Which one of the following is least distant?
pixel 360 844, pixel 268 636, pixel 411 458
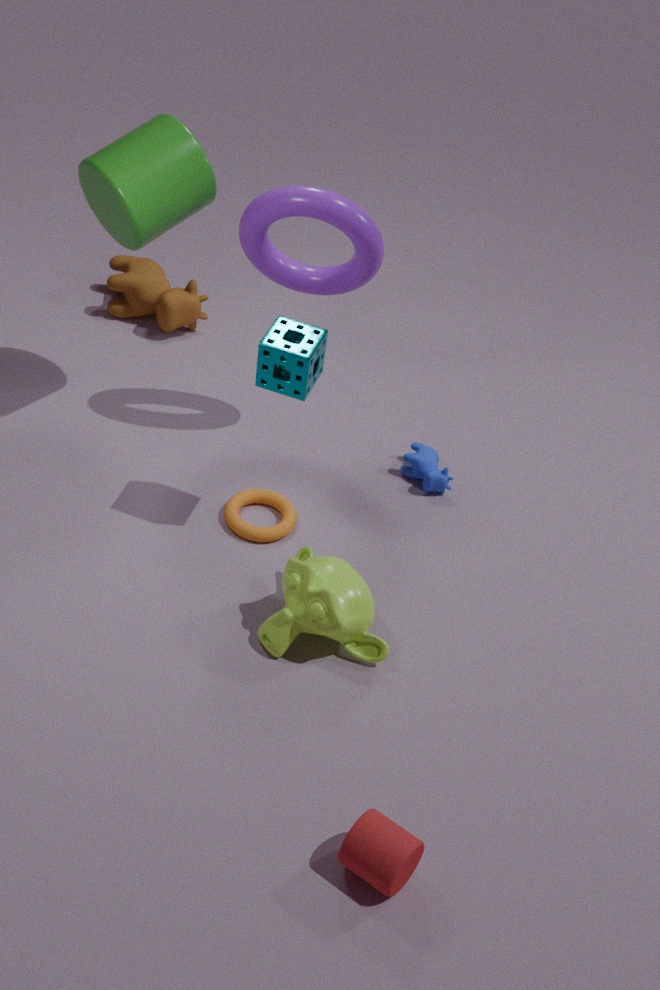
pixel 360 844
